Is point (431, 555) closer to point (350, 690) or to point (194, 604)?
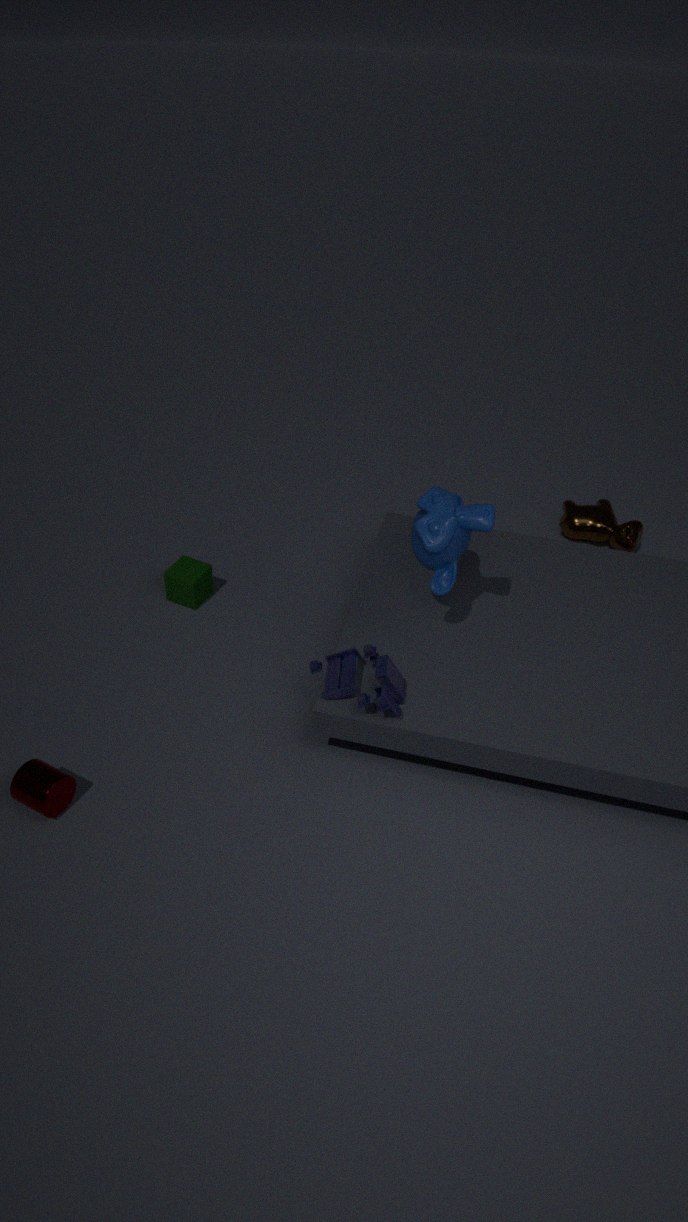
point (350, 690)
